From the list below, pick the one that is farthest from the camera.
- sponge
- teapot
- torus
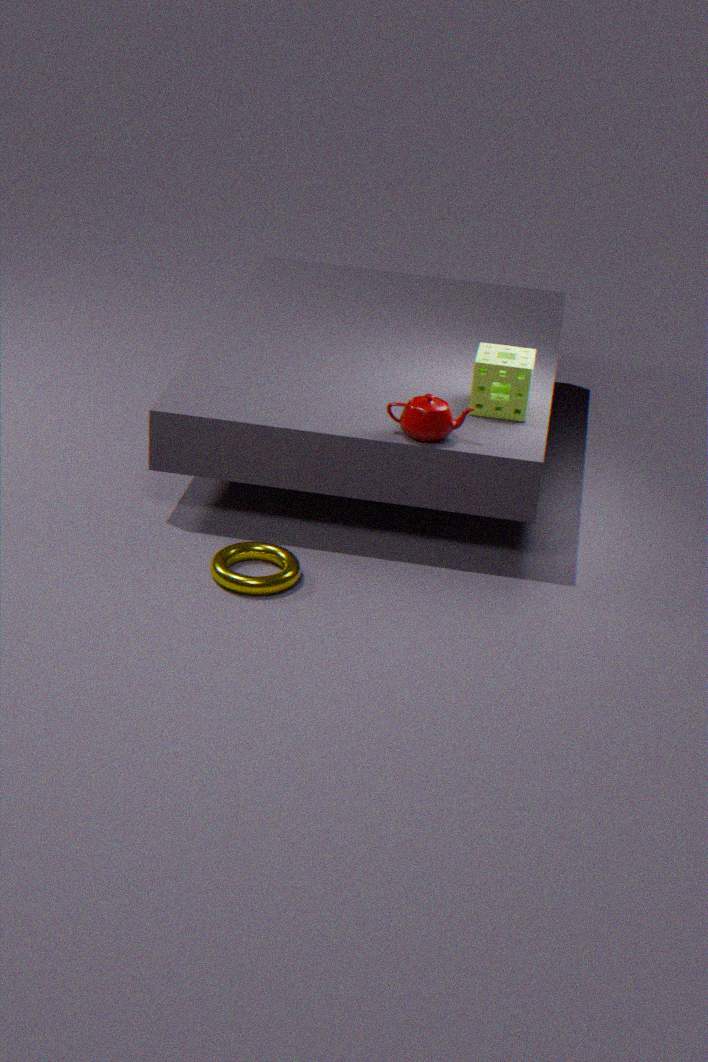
sponge
